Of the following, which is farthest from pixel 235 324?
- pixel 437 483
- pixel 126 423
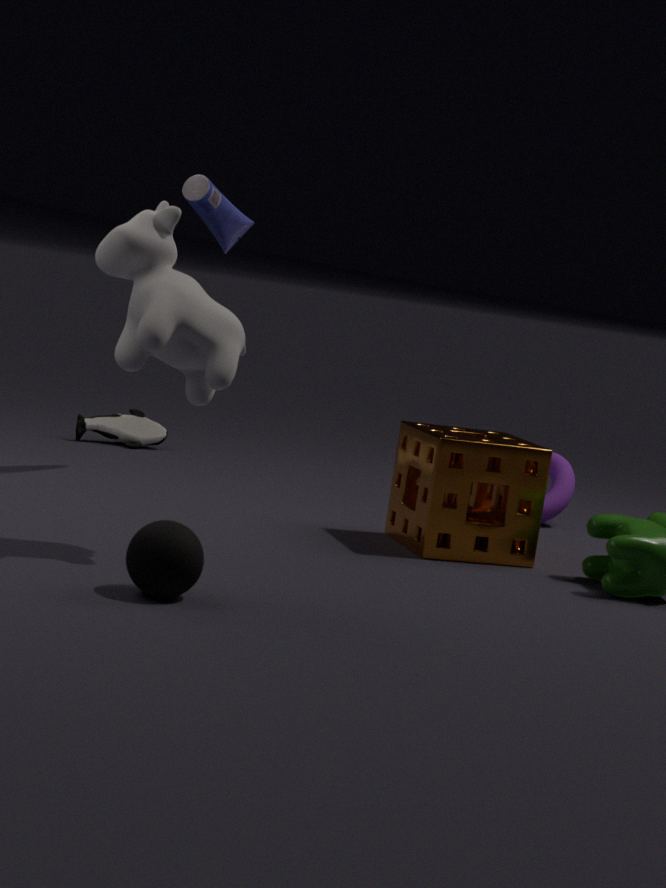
pixel 126 423
